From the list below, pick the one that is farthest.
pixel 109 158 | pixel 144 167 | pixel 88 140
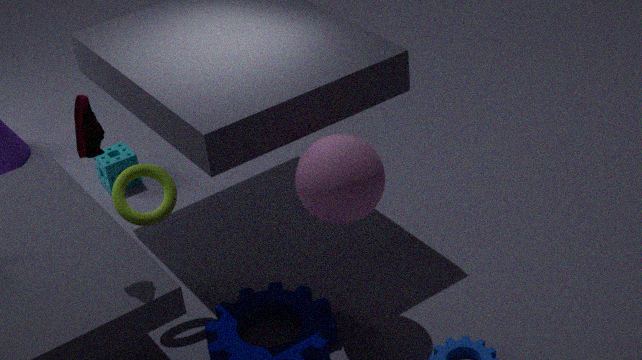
pixel 109 158
